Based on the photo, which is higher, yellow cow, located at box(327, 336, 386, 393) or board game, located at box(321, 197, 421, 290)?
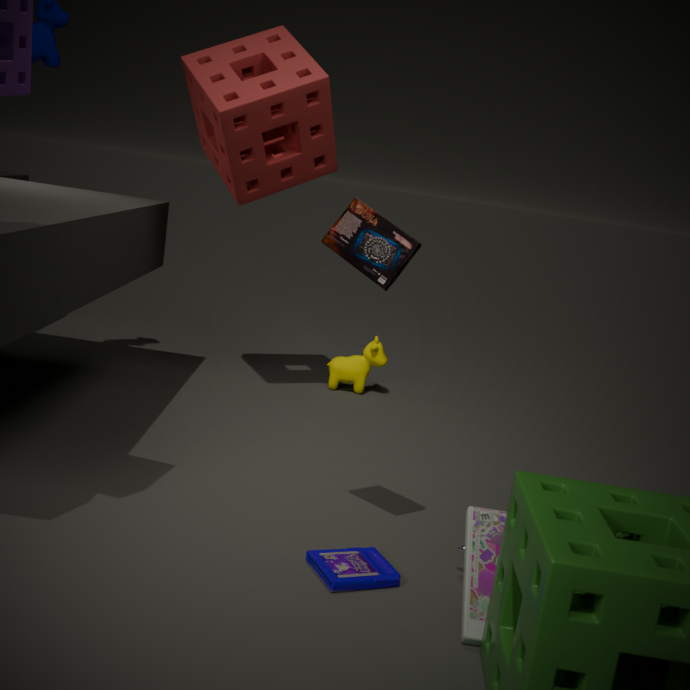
board game, located at box(321, 197, 421, 290)
